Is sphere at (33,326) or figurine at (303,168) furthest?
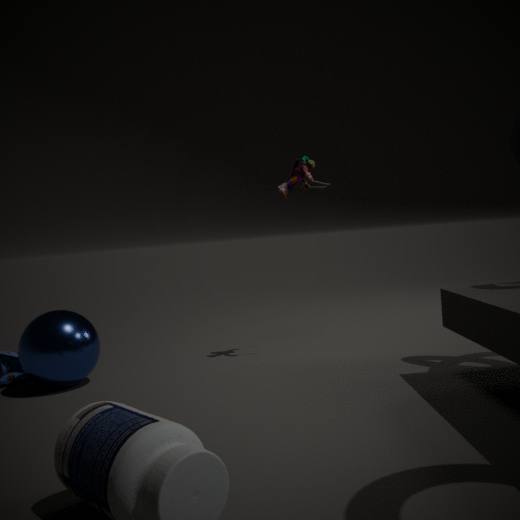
figurine at (303,168)
